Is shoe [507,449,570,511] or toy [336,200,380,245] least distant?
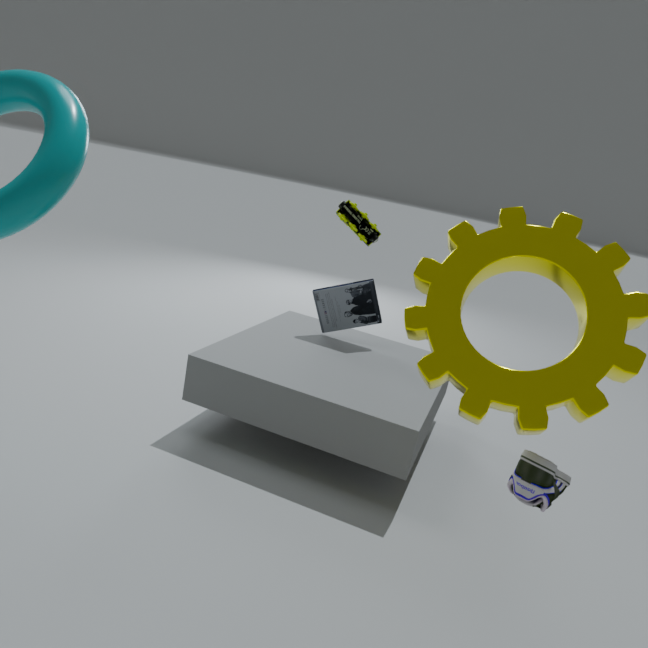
shoe [507,449,570,511]
